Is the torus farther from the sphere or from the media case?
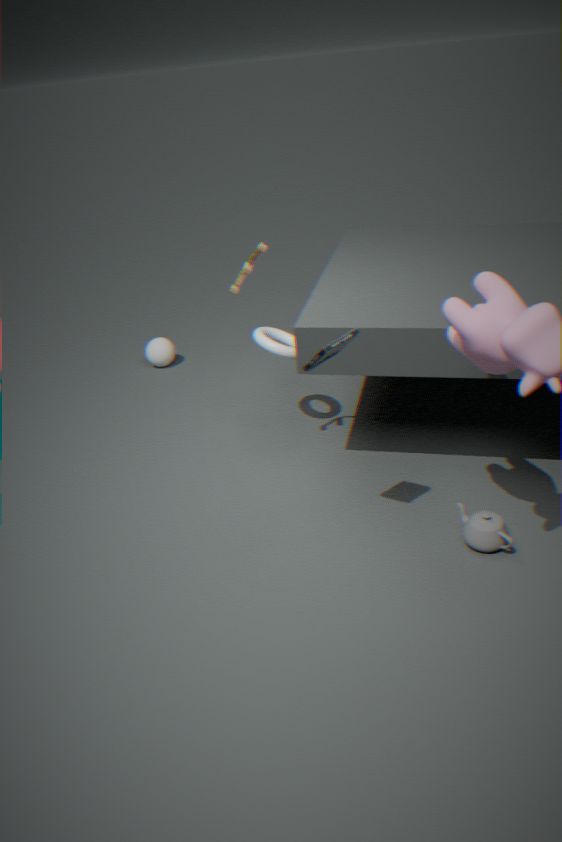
the sphere
